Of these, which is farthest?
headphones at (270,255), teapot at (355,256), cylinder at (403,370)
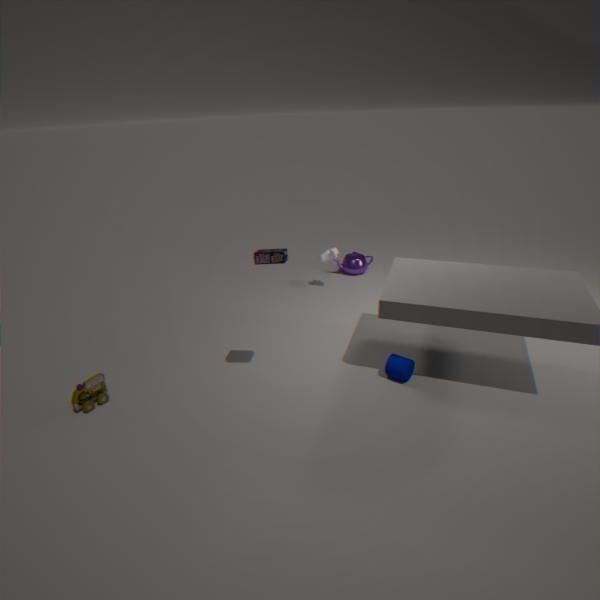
teapot at (355,256)
